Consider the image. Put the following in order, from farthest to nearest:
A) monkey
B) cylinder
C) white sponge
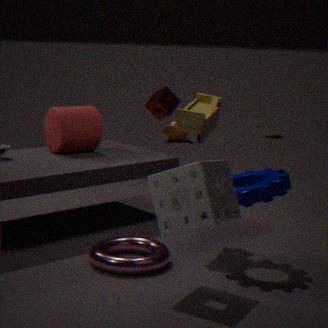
monkey, cylinder, white sponge
